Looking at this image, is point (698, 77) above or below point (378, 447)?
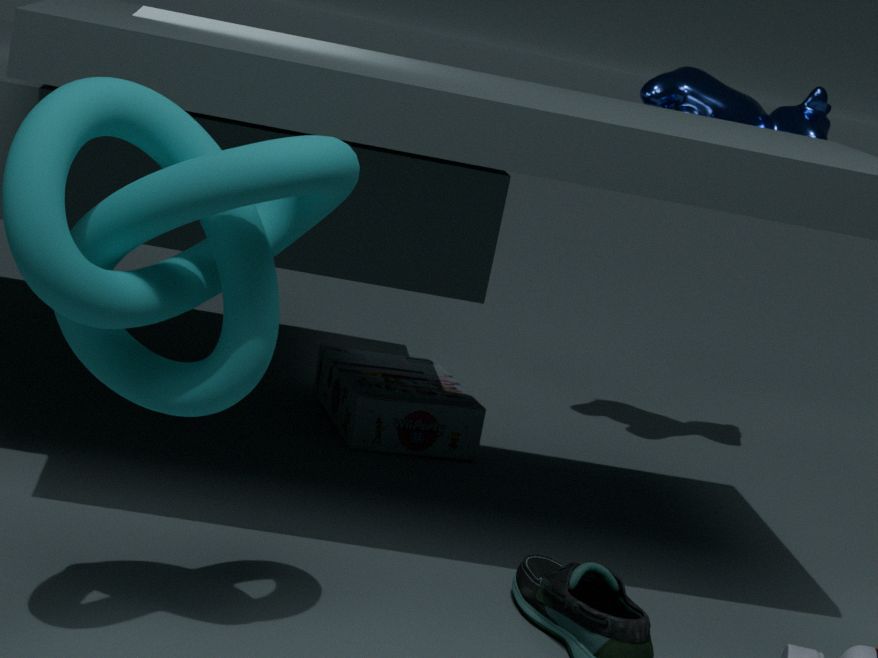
above
